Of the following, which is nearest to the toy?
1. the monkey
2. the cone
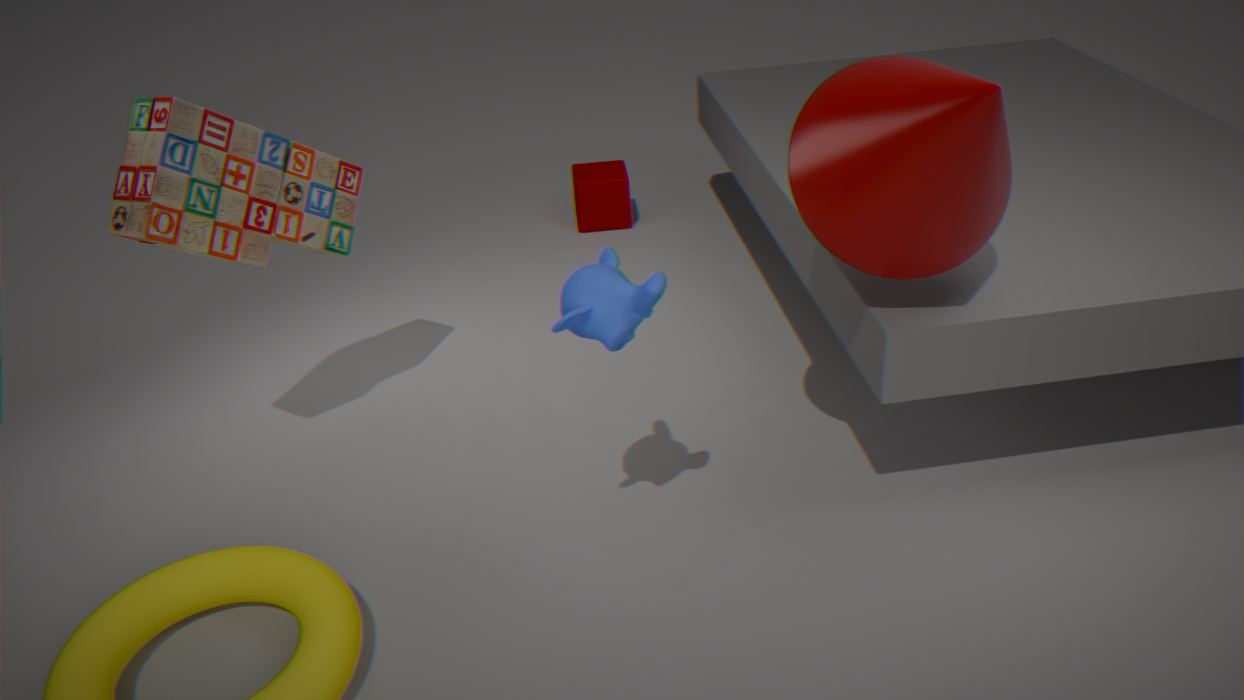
the monkey
